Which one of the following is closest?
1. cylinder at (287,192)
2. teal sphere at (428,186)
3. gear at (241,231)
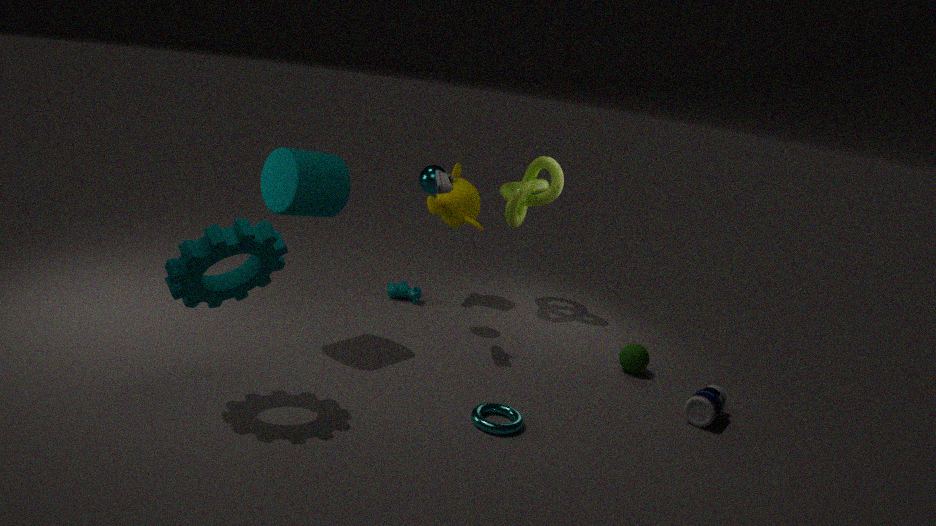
gear at (241,231)
